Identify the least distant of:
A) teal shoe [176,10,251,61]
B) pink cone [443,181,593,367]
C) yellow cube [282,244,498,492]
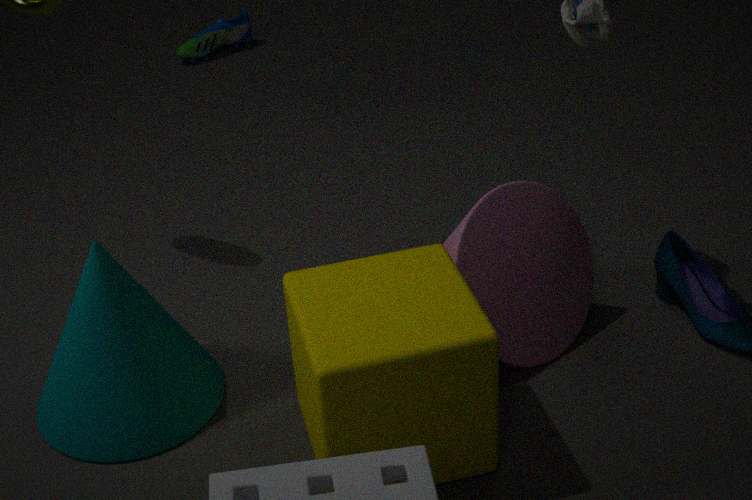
C. yellow cube [282,244,498,492]
